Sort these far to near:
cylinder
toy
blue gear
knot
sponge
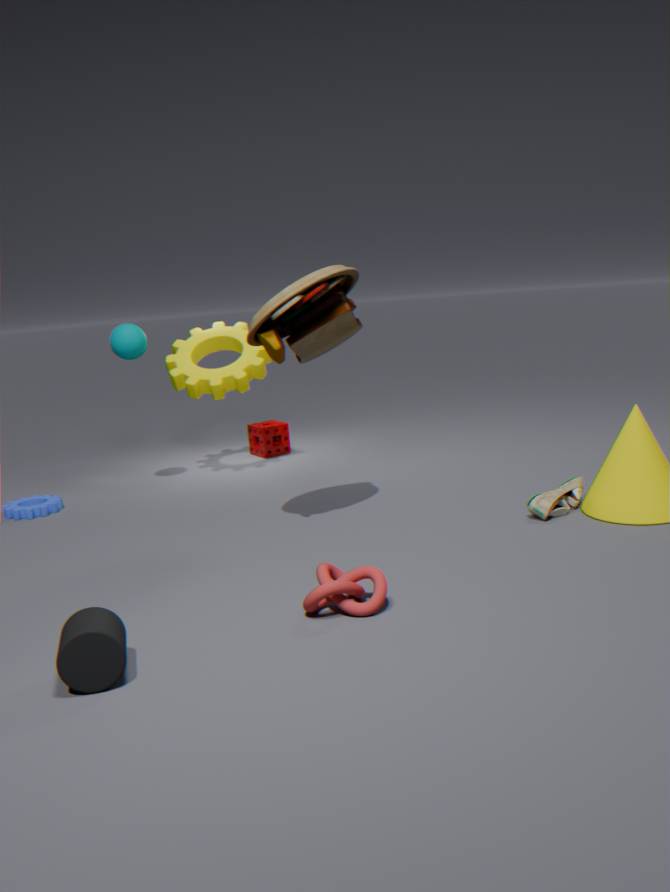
sponge, blue gear, toy, knot, cylinder
